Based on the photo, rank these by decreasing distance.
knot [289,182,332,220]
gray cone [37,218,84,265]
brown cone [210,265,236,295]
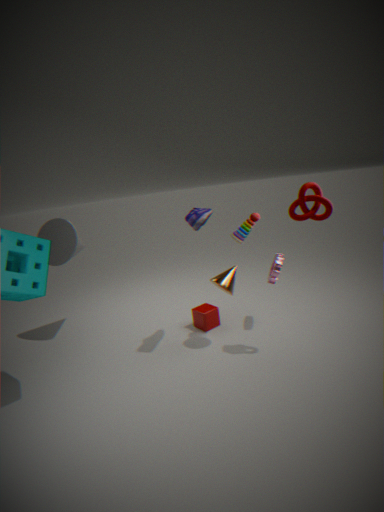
gray cone [37,218,84,265] < brown cone [210,265,236,295] < knot [289,182,332,220]
